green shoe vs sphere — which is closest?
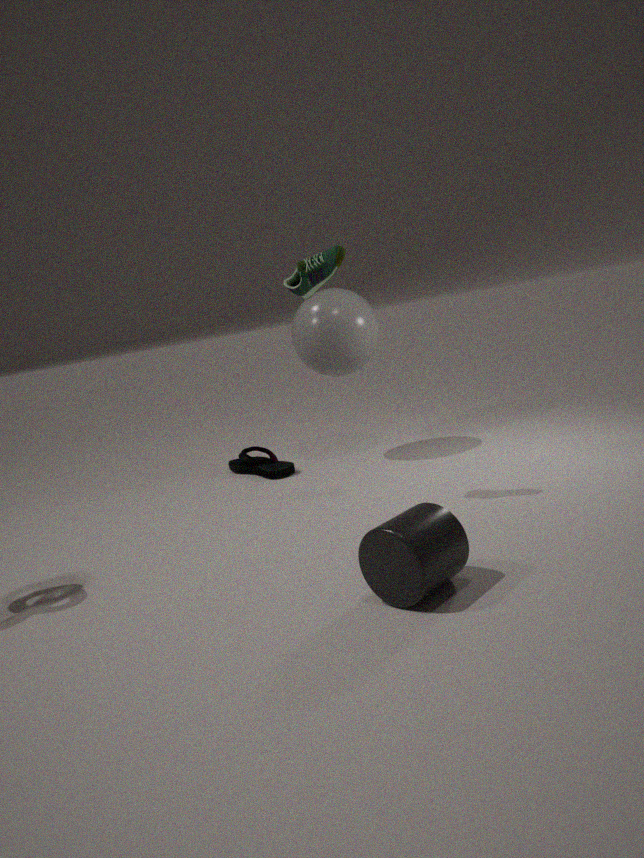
green shoe
